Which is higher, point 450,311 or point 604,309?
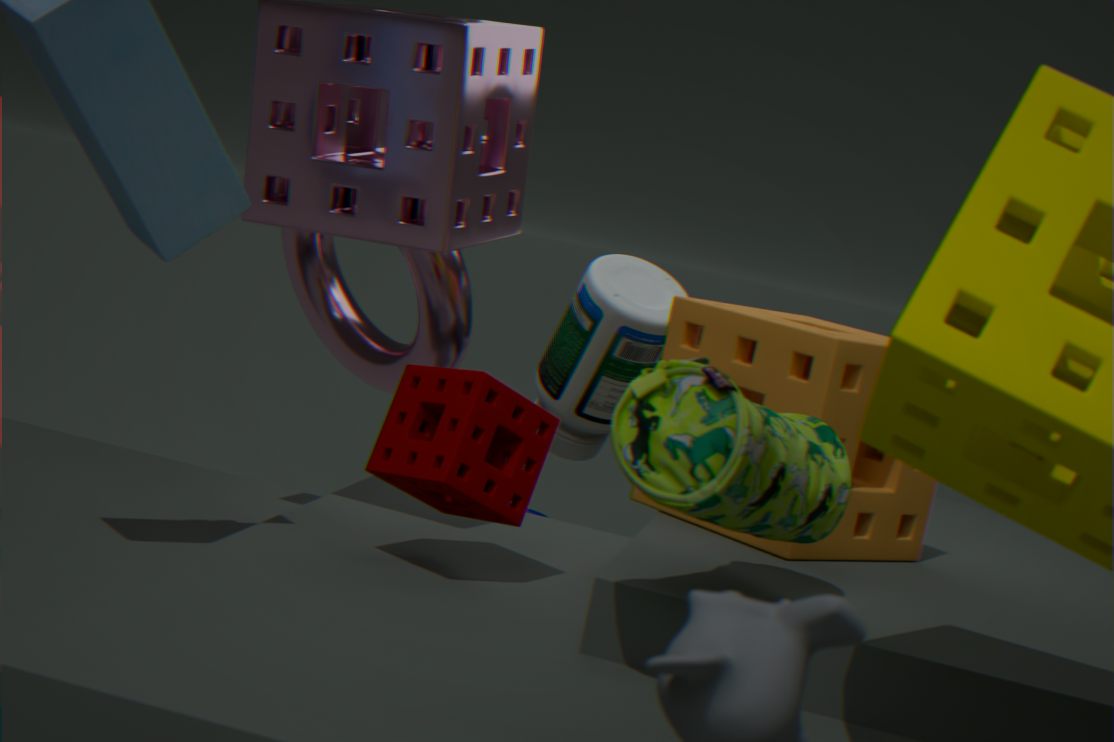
point 450,311
